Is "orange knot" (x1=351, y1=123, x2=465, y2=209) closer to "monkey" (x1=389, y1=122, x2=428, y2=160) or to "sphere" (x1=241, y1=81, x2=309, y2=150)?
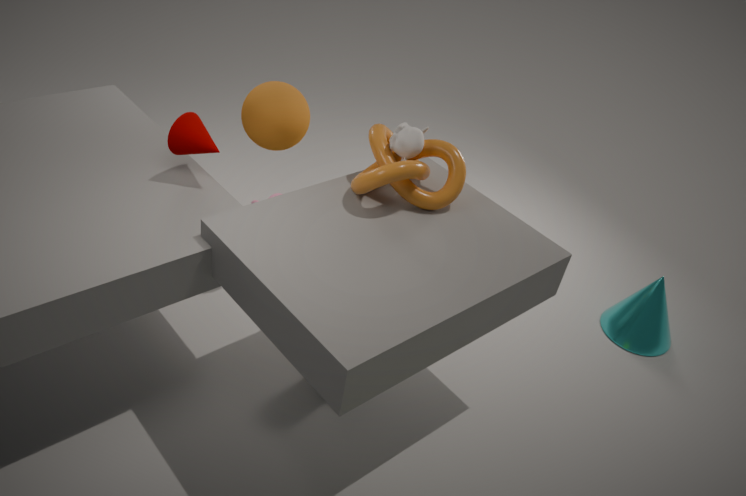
"monkey" (x1=389, y1=122, x2=428, y2=160)
